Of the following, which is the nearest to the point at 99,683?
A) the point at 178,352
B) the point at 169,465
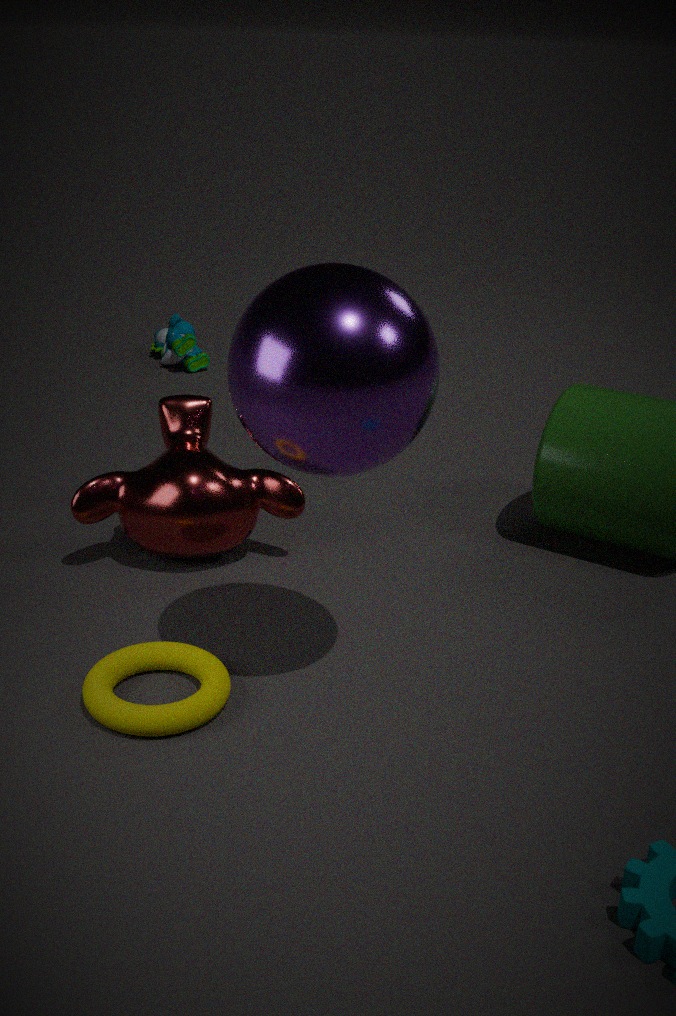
the point at 169,465
